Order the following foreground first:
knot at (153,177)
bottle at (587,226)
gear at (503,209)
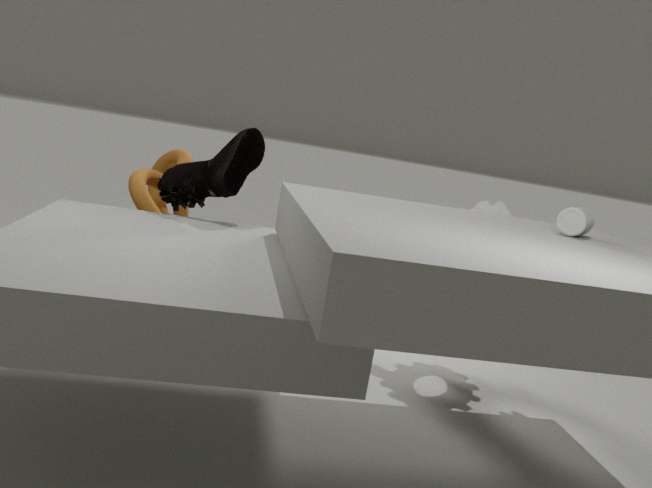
bottle at (587,226) → knot at (153,177) → gear at (503,209)
